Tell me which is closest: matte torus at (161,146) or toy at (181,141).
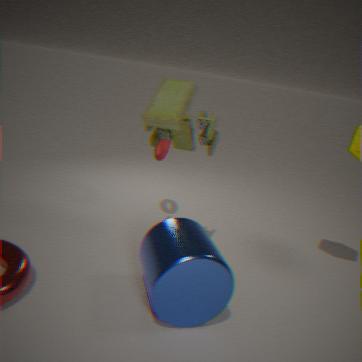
toy at (181,141)
